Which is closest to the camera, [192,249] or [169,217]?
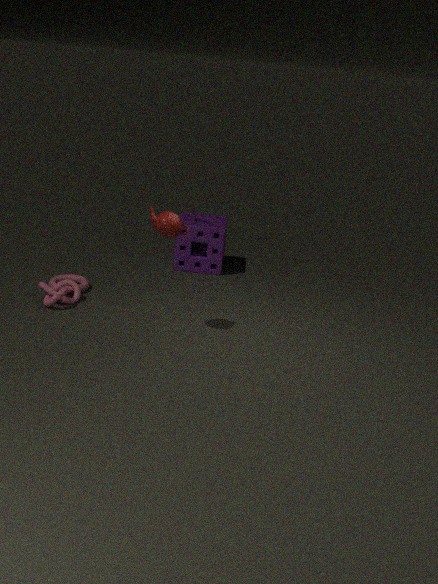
[169,217]
